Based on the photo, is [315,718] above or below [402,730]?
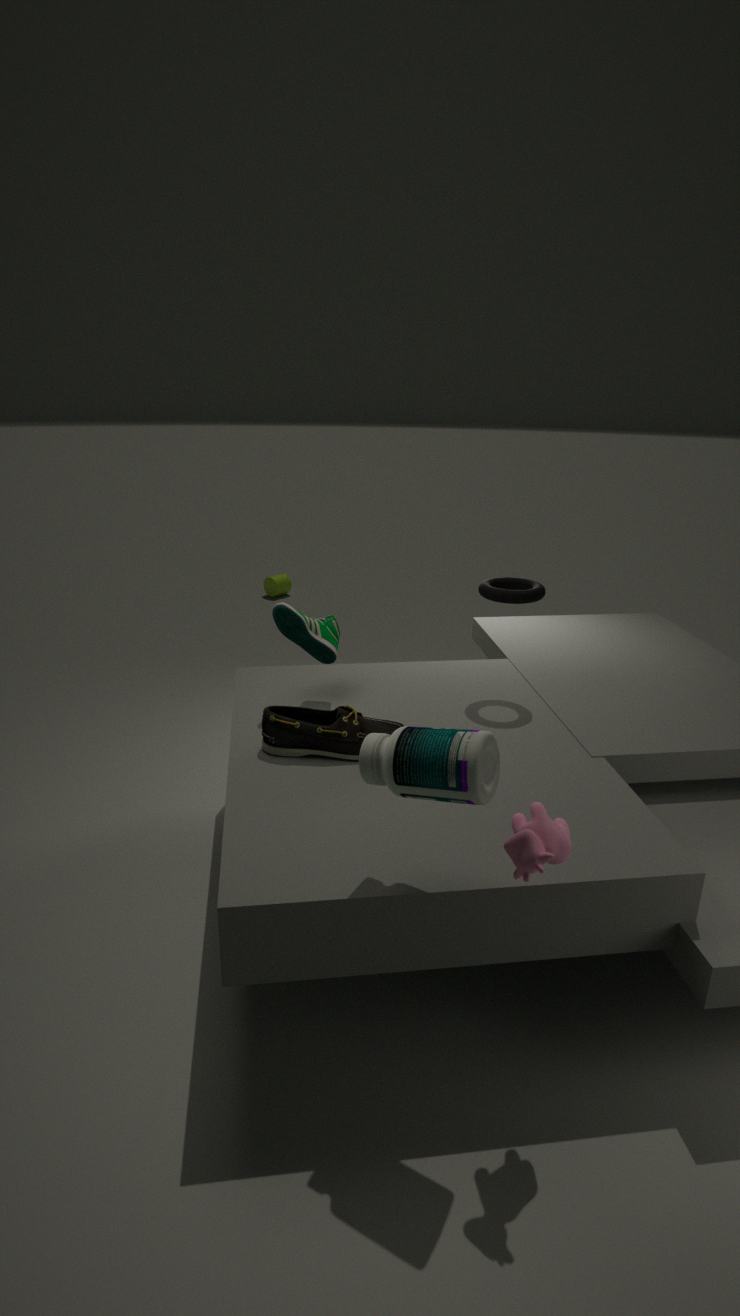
below
